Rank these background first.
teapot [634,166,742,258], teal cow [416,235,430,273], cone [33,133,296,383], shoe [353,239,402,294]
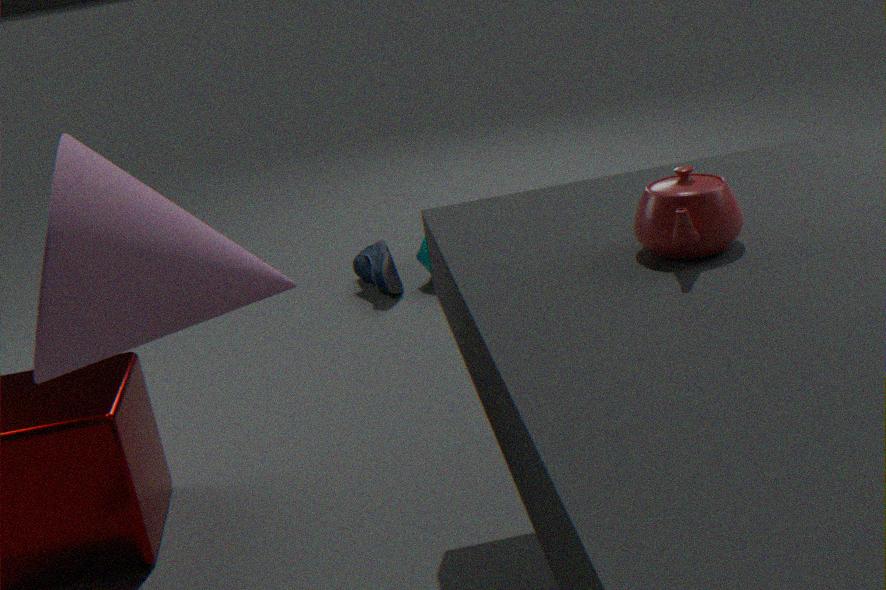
teal cow [416,235,430,273] < shoe [353,239,402,294] < cone [33,133,296,383] < teapot [634,166,742,258]
